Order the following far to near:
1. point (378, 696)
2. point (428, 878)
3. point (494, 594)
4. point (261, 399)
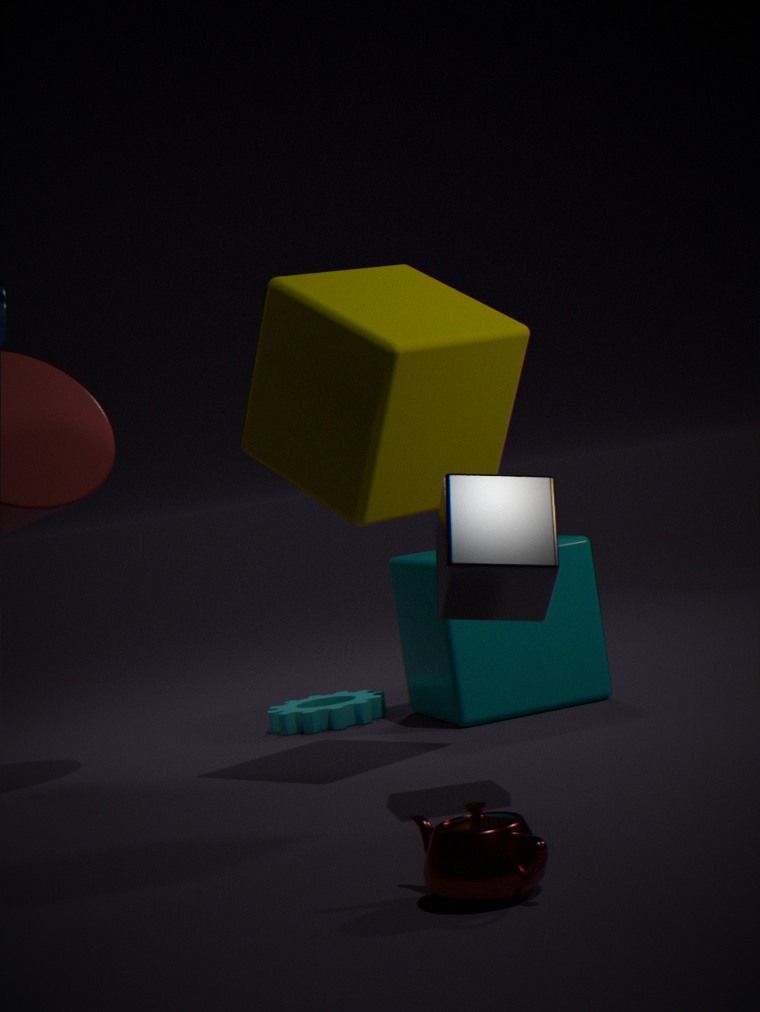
point (378, 696) < point (261, 399) < point (494, 594) < point (428, 878)
